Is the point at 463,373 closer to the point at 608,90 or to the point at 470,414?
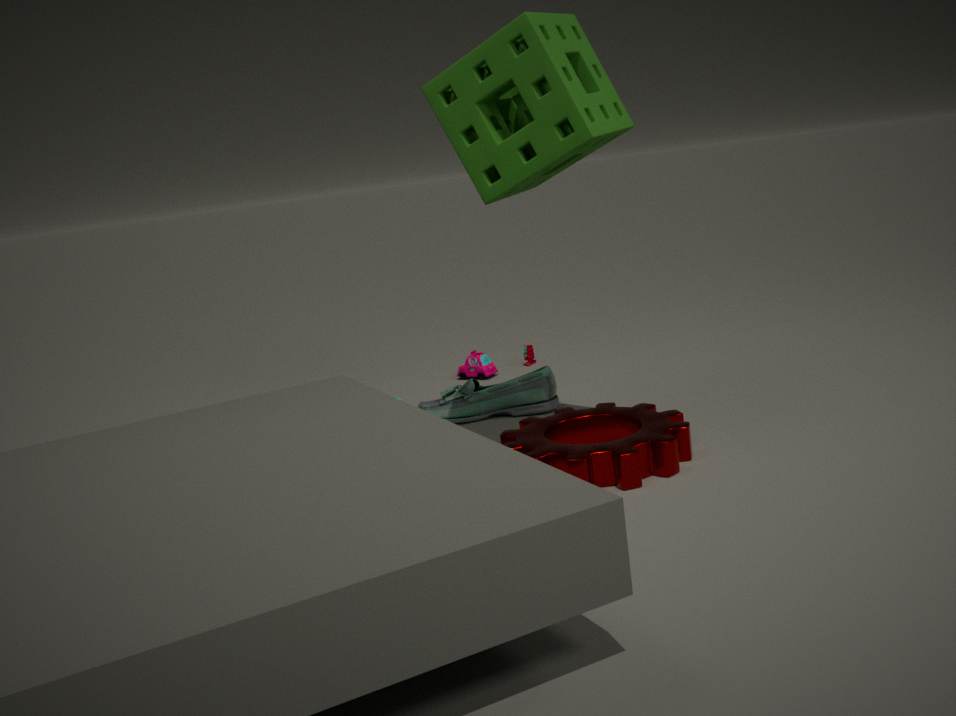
the point at 470,414
